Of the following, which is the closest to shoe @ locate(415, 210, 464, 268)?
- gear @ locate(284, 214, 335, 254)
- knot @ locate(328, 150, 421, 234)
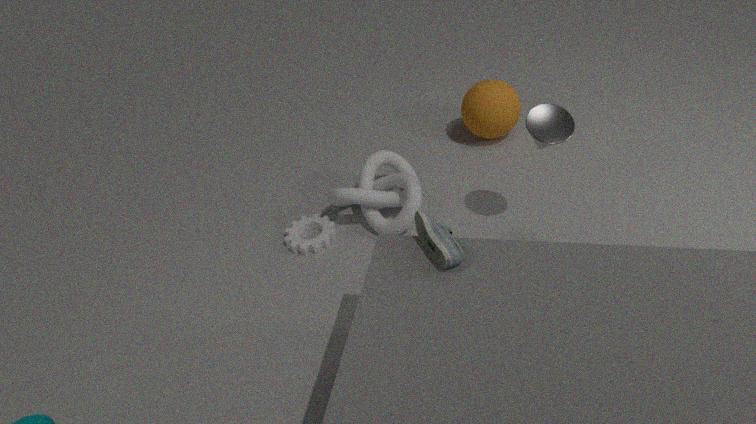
knot @ locate(328, 150, 421, 234)
